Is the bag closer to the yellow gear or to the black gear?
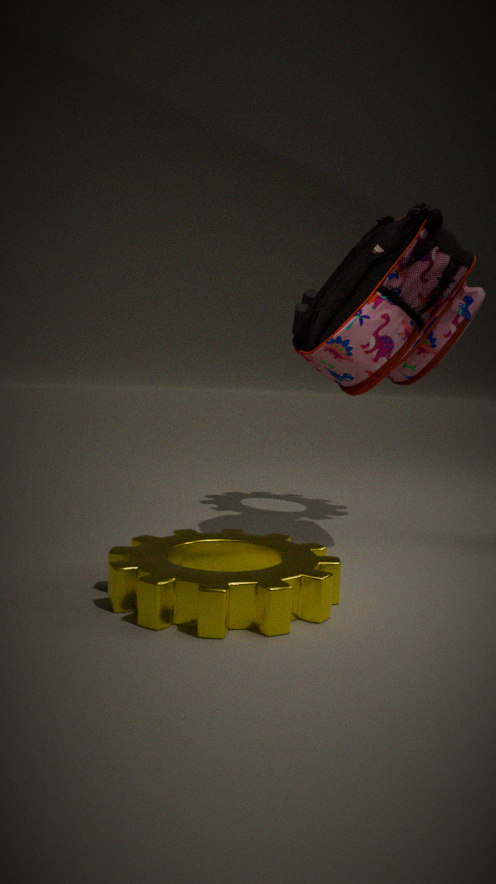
the black gear
